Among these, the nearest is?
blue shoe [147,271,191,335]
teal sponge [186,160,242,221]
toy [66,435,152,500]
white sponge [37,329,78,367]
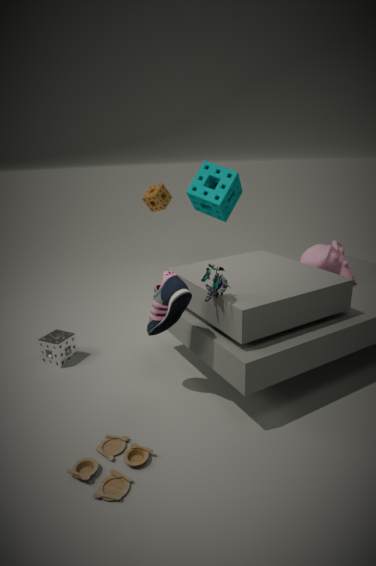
toy [66,435,152,500]
